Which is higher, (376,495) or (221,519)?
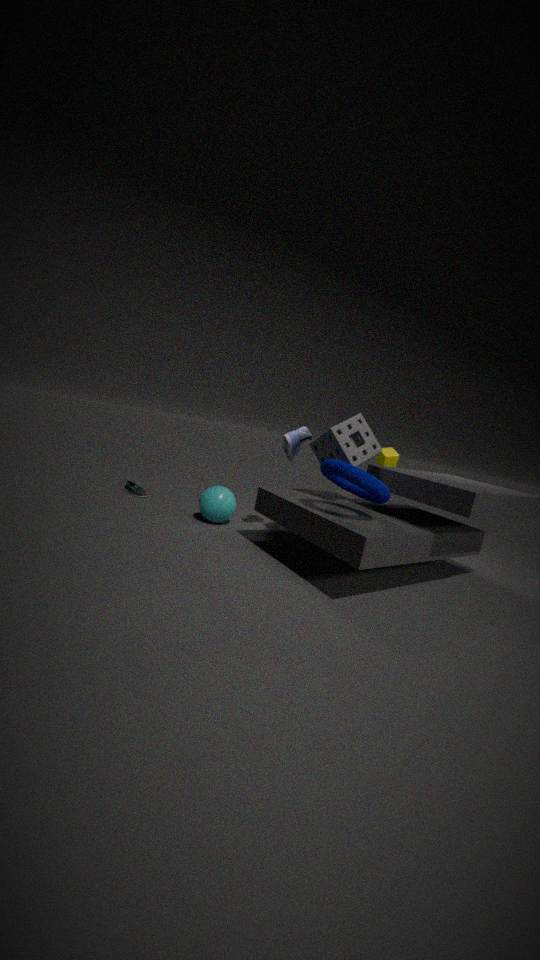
(376,495)
